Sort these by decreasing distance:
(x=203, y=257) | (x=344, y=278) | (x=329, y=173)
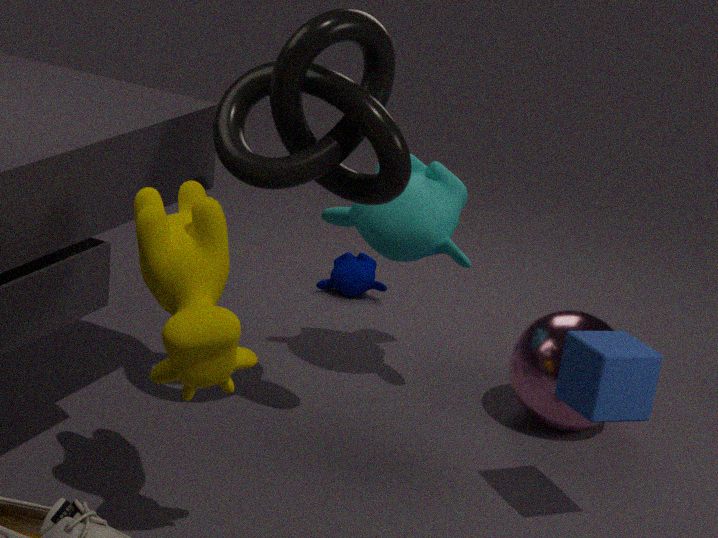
(x=344, y=278), (x=329, y=173), (x=203, y=257)
